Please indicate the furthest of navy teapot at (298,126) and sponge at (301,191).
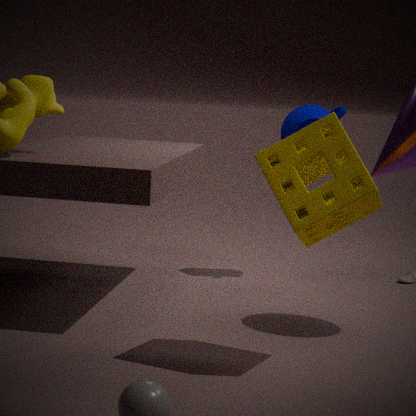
navy teapot at (298,126)
